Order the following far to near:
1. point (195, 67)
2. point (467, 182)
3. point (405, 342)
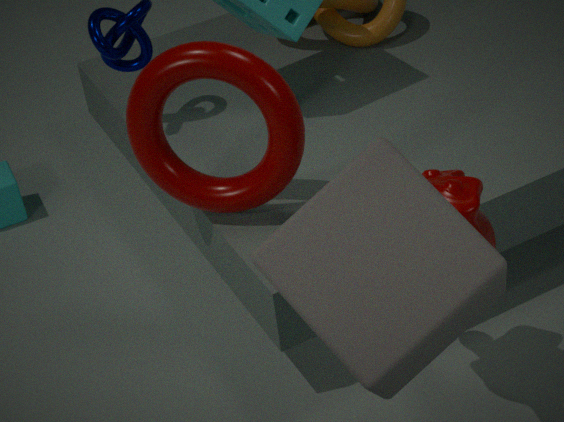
point (195, 67) < point (467, 182) < point (405, 342)
